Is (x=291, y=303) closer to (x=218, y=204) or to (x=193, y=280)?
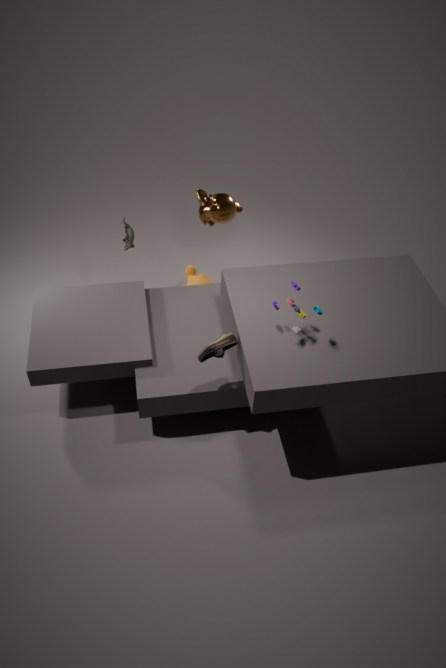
(x=218, y=204)
